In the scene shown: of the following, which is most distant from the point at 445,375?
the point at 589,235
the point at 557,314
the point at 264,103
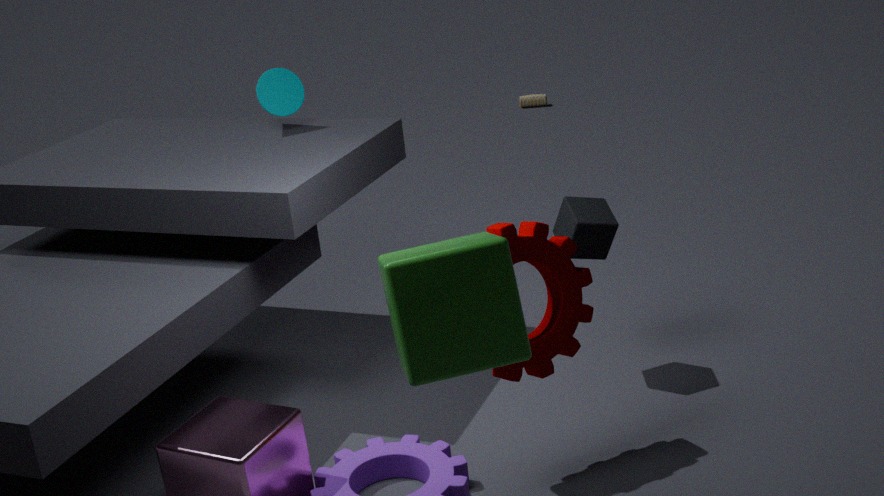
the point at 264,103
